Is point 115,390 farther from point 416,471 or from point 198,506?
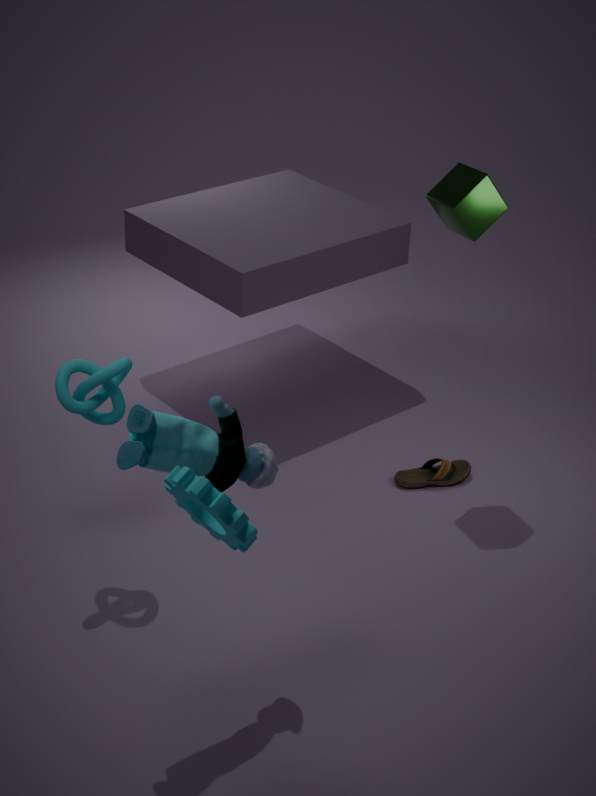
point 416,471
